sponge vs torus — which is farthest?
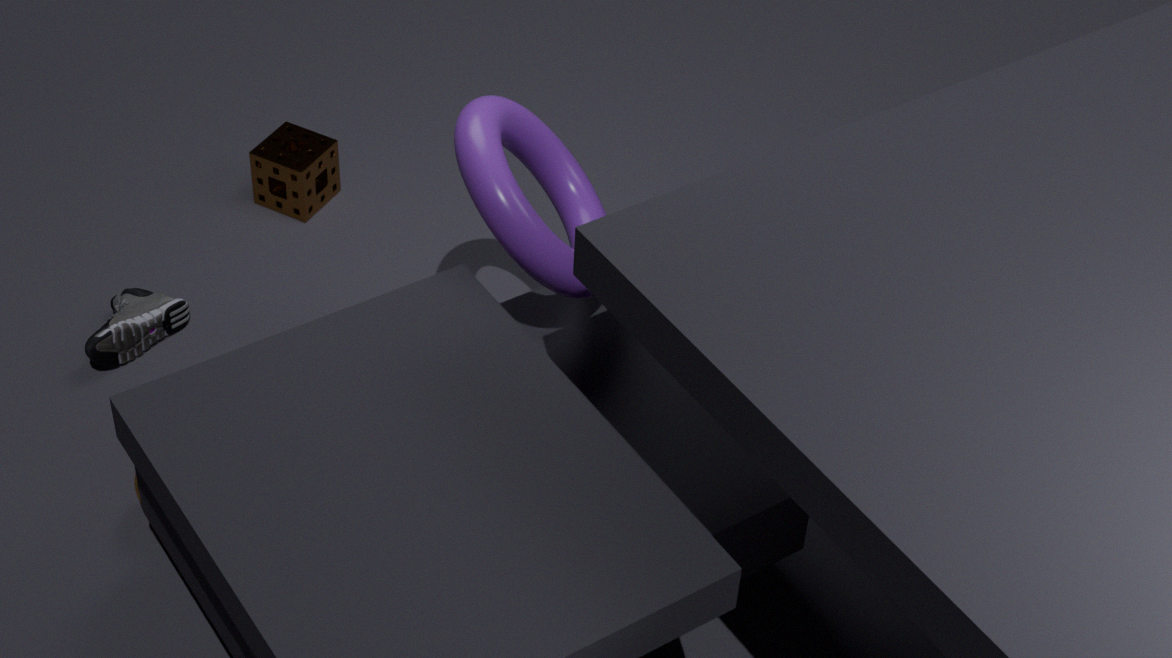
sponge
